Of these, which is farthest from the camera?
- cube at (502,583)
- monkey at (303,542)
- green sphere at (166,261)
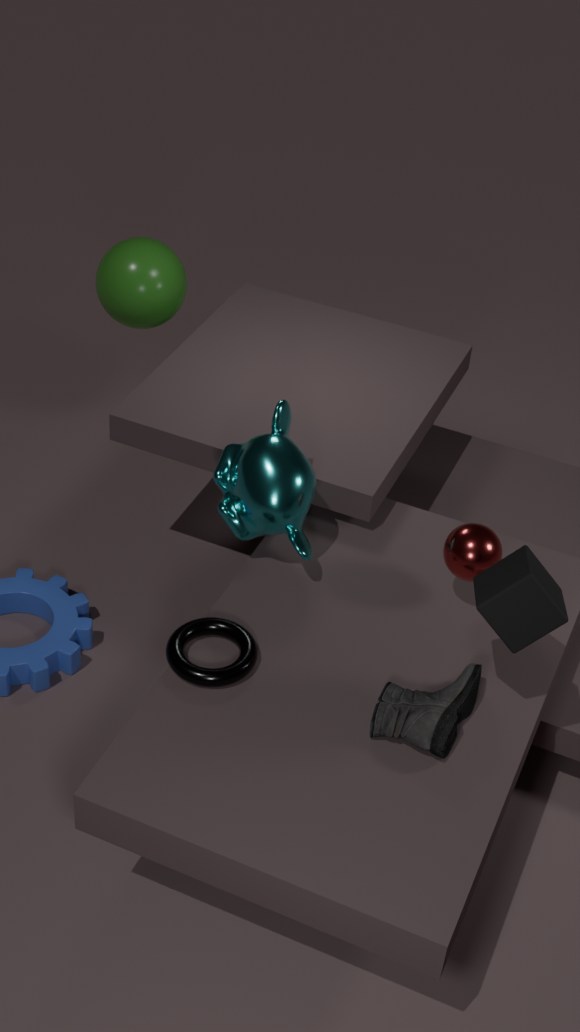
green sphere at (166,261)
